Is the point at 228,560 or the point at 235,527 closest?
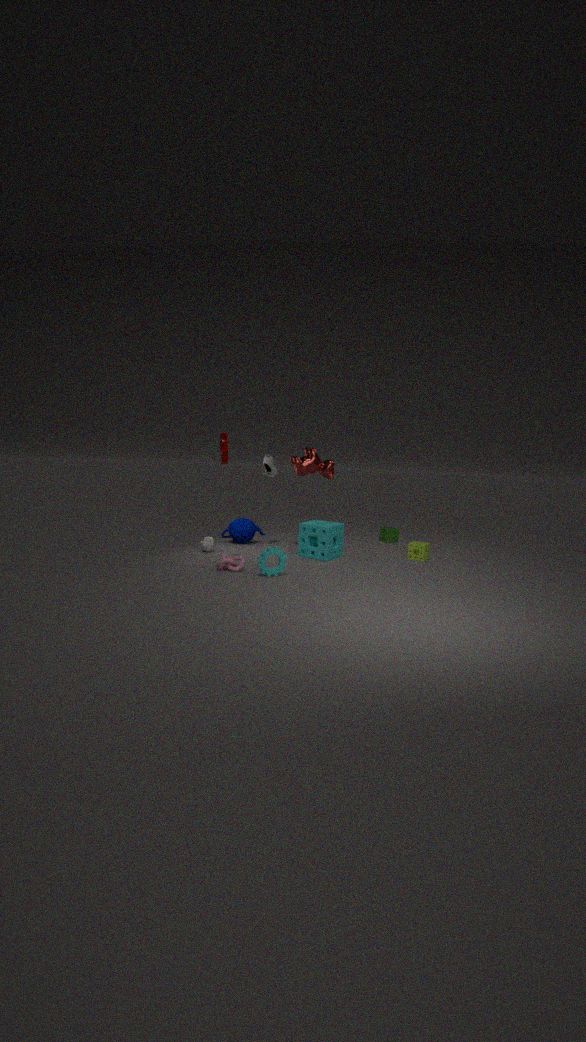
the point at 228,560
